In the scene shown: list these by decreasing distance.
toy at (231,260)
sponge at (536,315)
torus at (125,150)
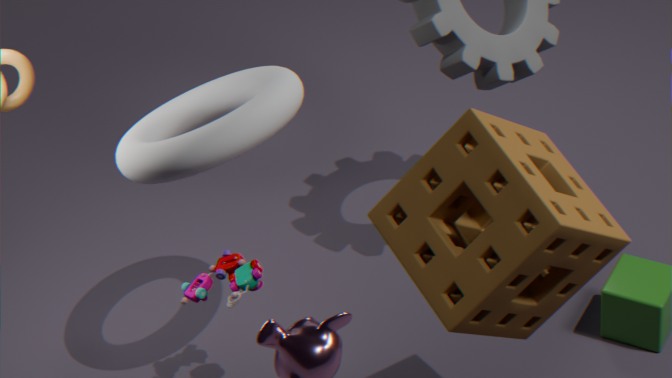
toy at (231,260) → torus at (125,150) → sponge at (536,315)
